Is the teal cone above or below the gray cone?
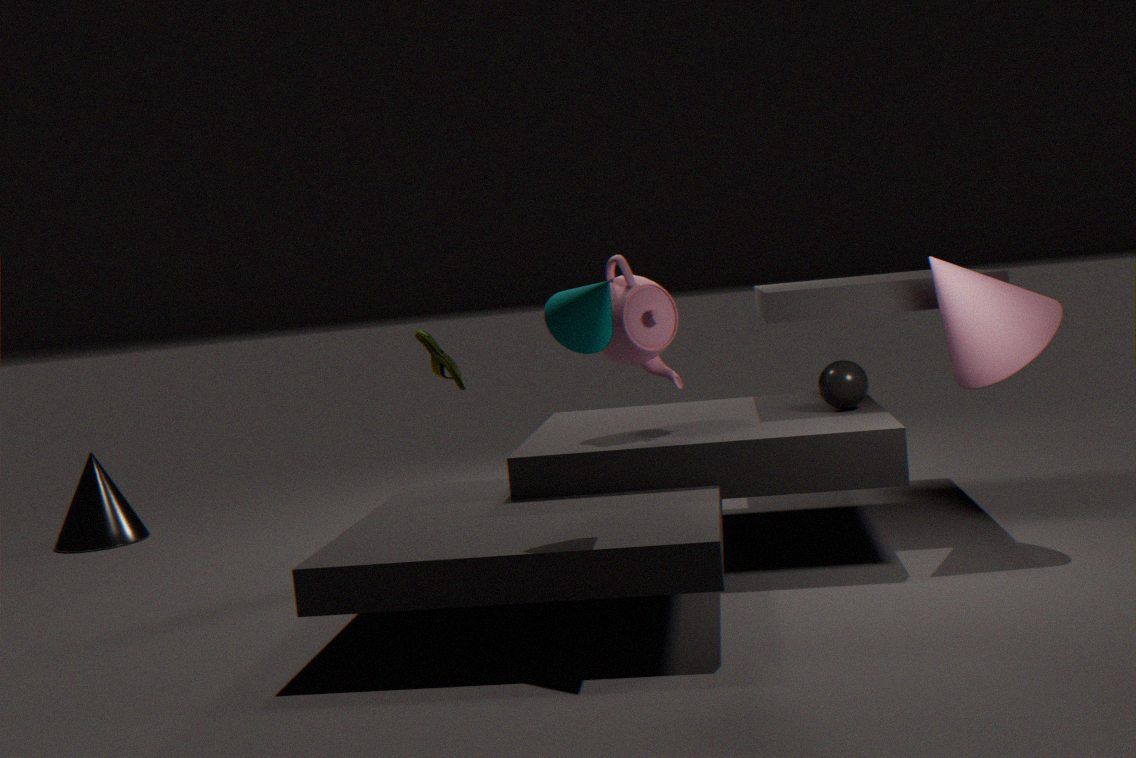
above
